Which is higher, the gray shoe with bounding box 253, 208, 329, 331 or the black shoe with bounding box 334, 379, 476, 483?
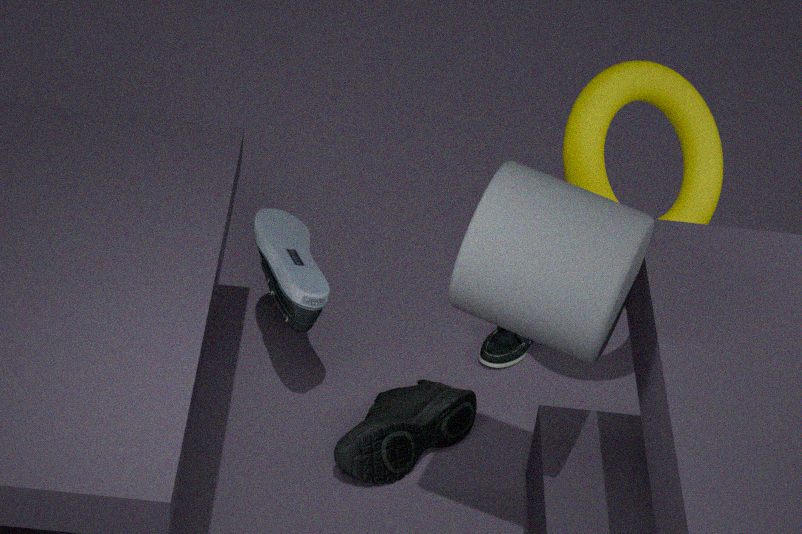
the gray shoe with bounding box 253, 208, 329, 331
